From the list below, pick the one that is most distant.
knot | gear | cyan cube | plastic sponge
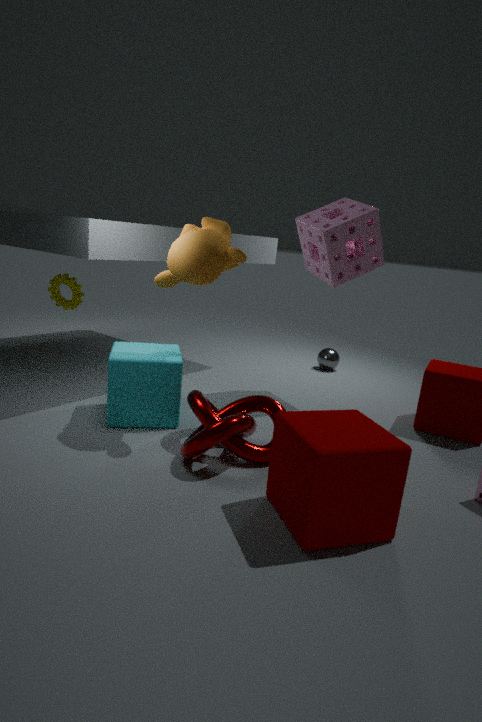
gear
